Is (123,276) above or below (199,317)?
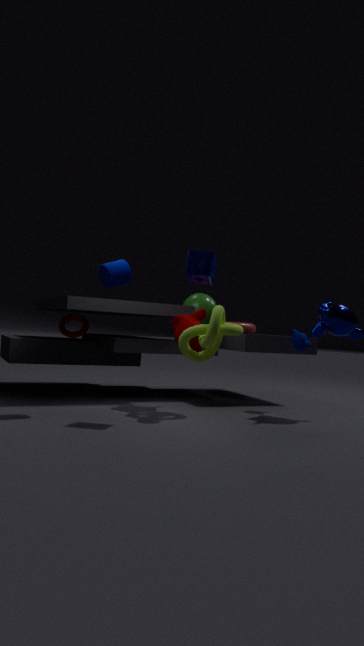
above
